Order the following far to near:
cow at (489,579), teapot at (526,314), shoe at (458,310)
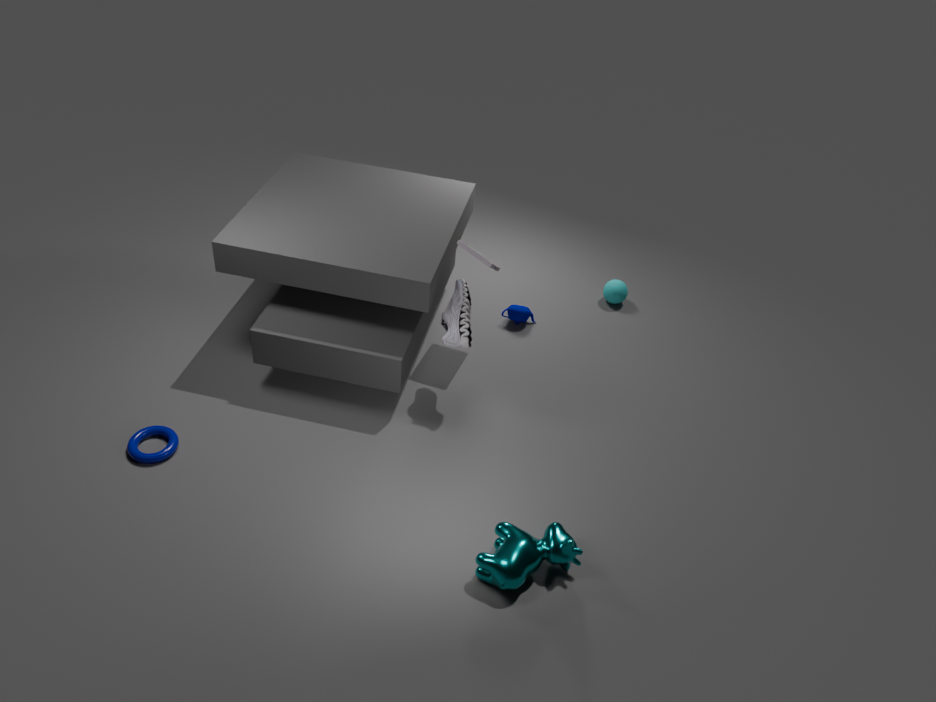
teapot at (526,314)
shoe at (458,310)
cow at (489,579)
